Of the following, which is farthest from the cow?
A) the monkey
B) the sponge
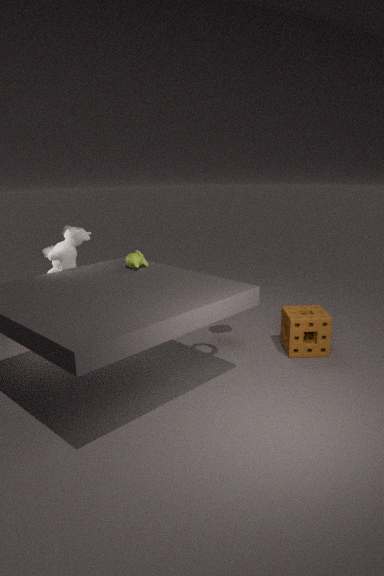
the sponge
